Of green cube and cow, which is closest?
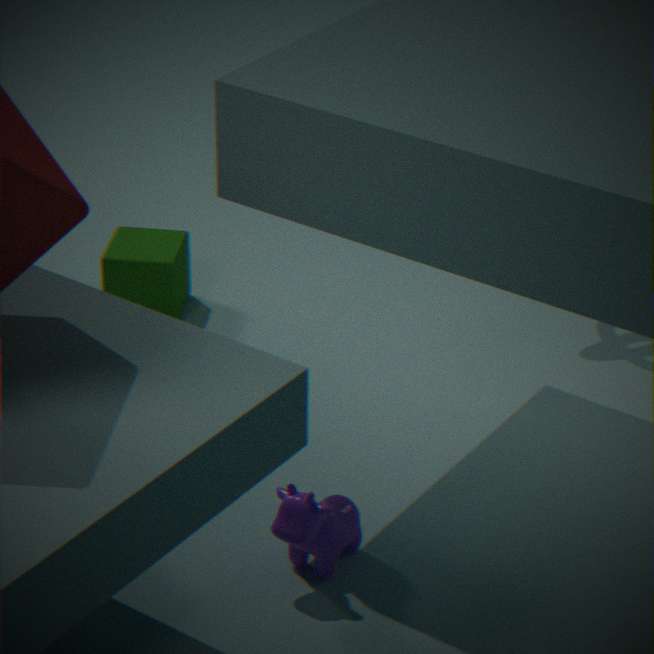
cow
